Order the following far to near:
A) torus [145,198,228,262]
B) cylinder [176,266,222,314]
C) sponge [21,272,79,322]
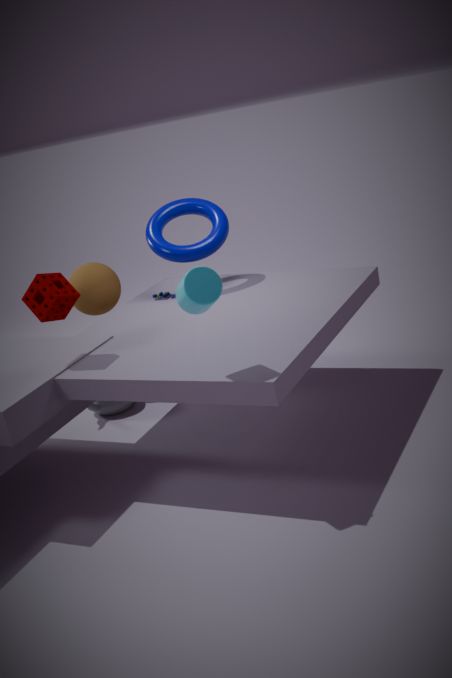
torus [145,198,228,262] < sponge [21,272,79,322] < cylinder [176,266,222,314]
